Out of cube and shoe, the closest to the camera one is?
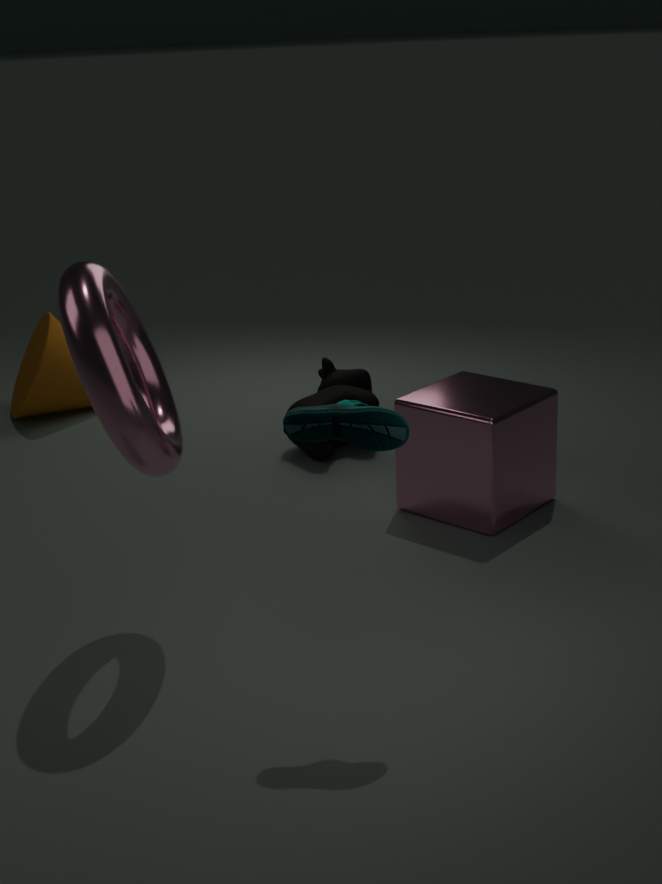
shoe
